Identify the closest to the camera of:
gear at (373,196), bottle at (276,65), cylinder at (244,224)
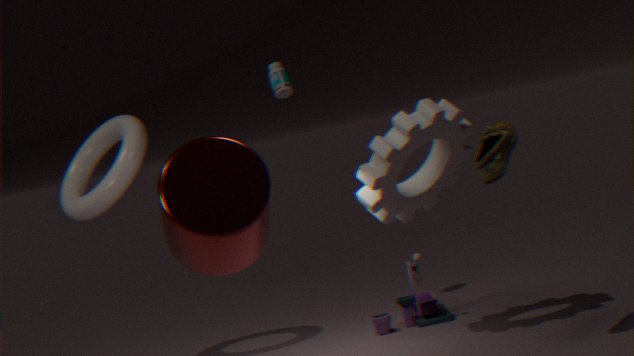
cylinder at (244,224)
